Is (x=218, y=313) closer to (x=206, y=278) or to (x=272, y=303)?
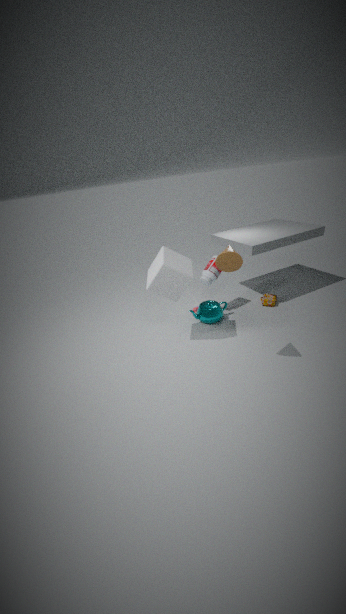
(x=206, y=278)
